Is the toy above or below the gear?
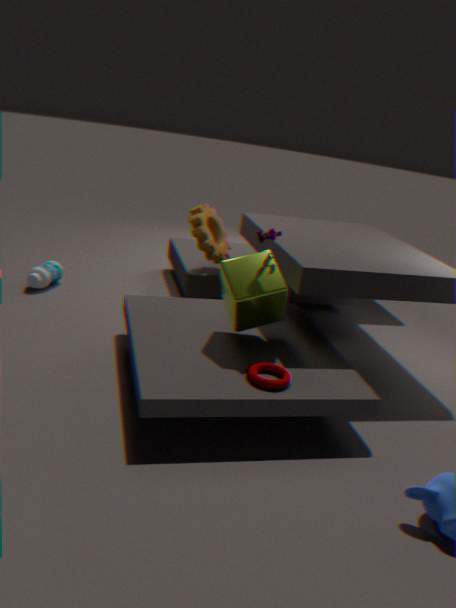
above
